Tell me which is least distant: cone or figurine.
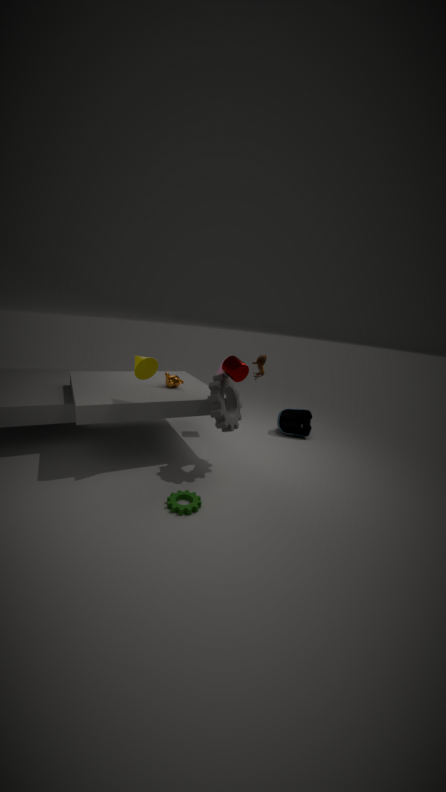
cone
